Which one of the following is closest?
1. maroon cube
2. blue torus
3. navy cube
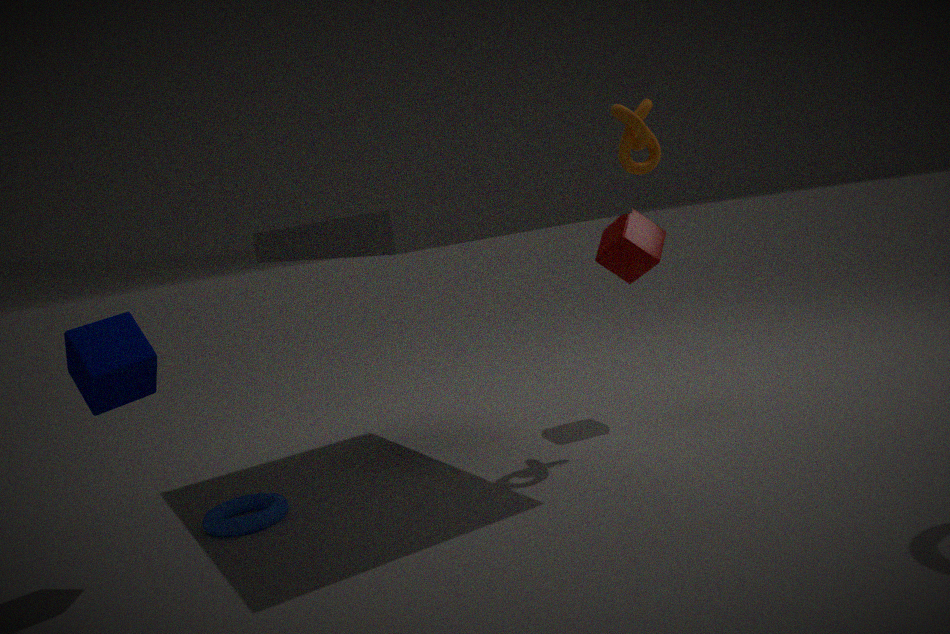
navy cube
